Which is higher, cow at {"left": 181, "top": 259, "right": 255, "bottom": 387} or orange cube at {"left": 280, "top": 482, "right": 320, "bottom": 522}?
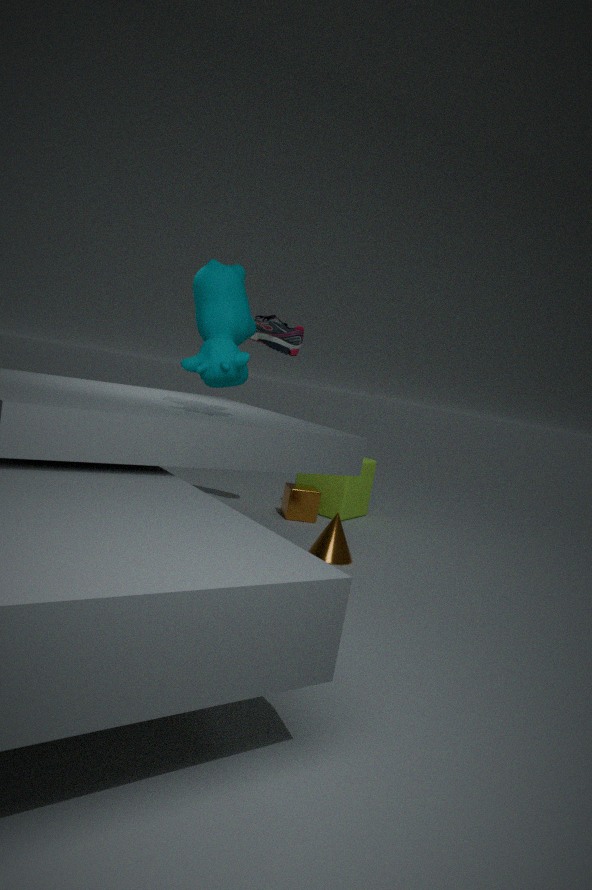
cow at {"left": 181, "top": 259, "right": 255, "bottom": 387}
